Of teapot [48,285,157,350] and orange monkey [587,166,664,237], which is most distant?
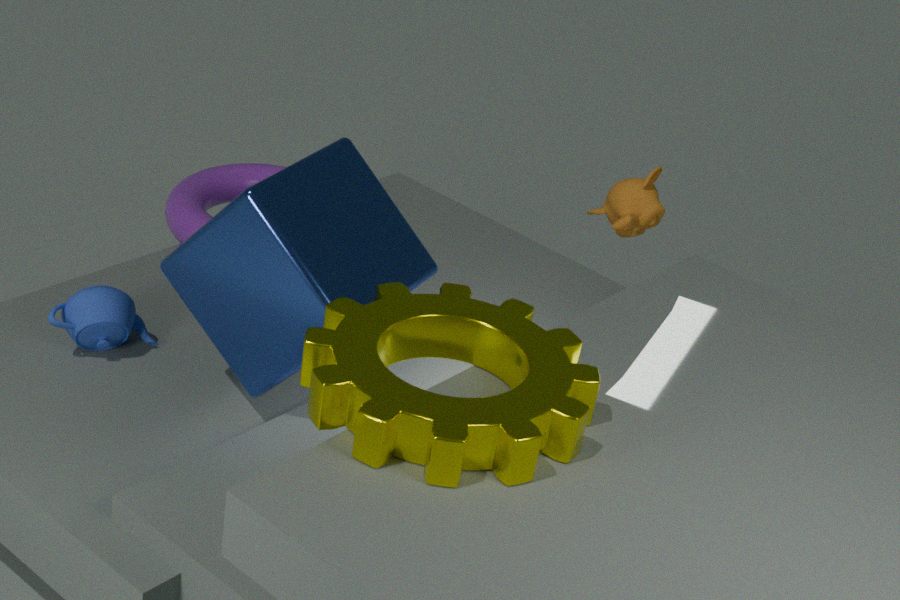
orange monkey [587,166,664,237]
